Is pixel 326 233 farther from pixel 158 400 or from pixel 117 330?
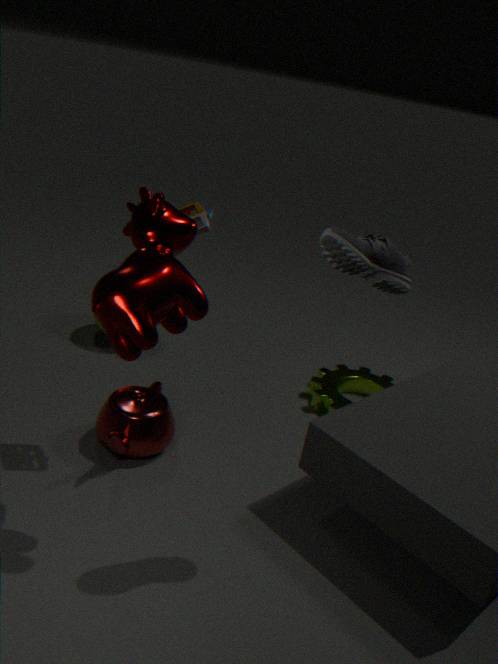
pixel 158 400
